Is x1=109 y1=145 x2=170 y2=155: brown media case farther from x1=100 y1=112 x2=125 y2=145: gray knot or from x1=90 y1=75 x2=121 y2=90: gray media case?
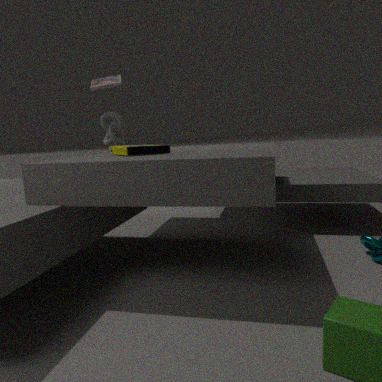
x1=90 y1=75 x2=121 y2=90: gray media case
